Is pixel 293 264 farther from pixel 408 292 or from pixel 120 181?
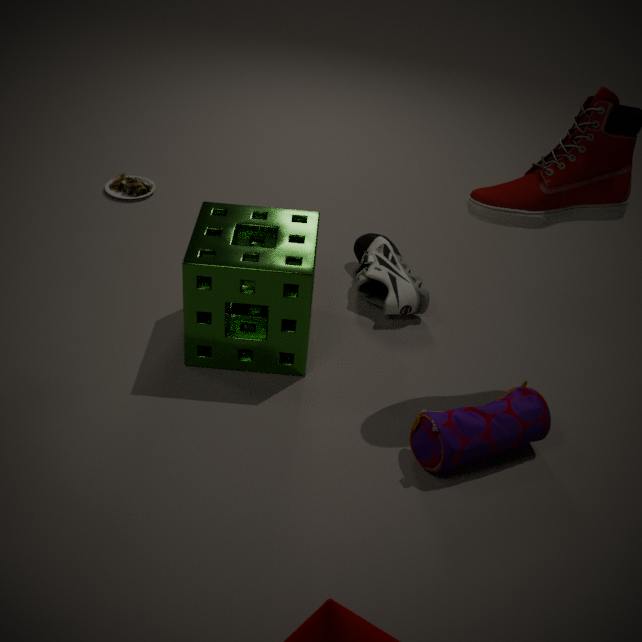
pixel 120 181
